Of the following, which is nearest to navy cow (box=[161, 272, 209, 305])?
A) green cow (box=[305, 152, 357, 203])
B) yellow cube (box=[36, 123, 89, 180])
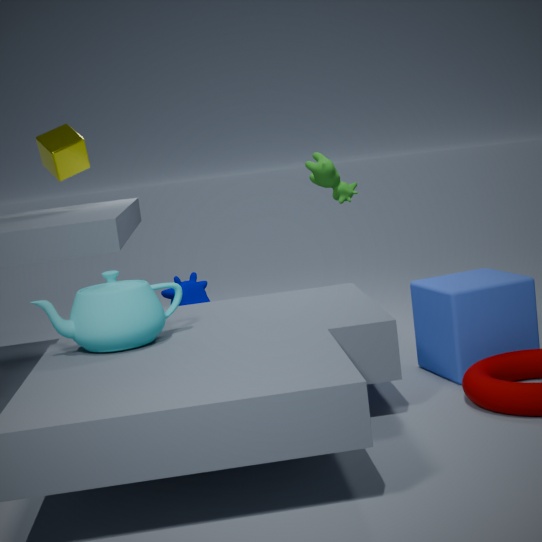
green cow (box=[305, 152, 357, 203])
